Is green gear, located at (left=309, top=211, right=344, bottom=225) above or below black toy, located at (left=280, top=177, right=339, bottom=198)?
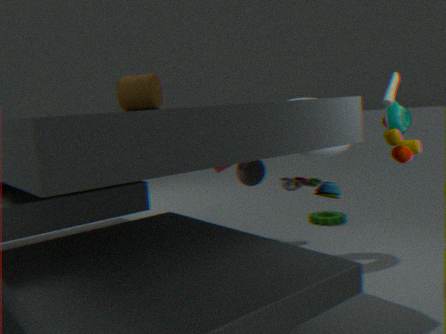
below
